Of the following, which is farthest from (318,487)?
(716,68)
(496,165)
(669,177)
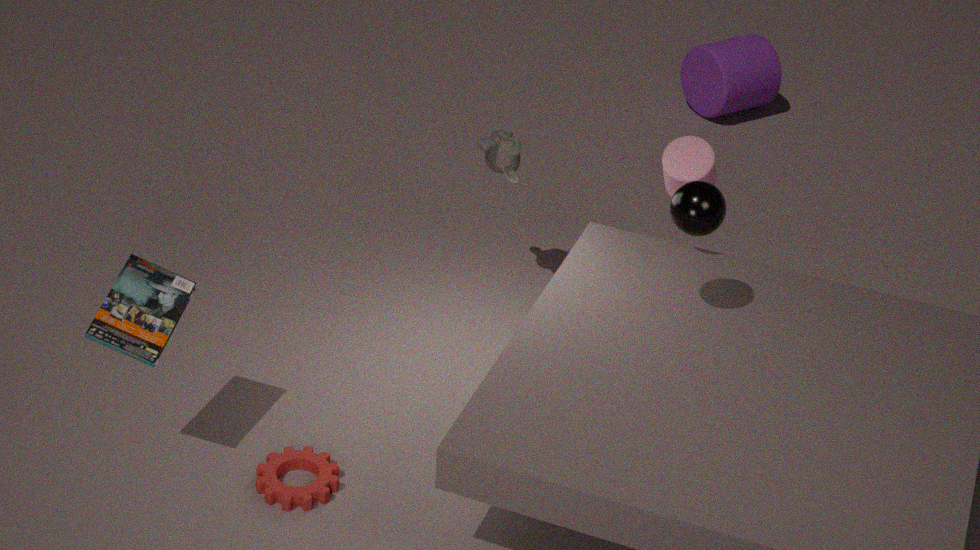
(716,68)
